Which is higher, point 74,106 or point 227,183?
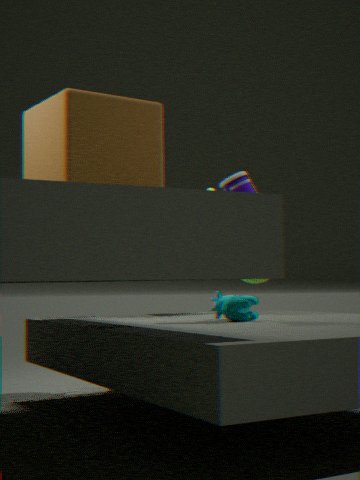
point 74,106
